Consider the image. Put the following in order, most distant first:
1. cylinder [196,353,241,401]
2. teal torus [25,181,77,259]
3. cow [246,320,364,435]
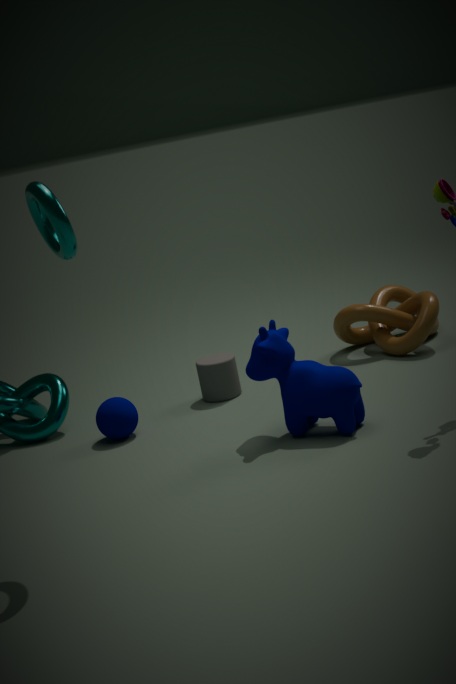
cylinder [196,353,241,401] → cow [246,320,364,435] → teal torus [25,181,77,259]
